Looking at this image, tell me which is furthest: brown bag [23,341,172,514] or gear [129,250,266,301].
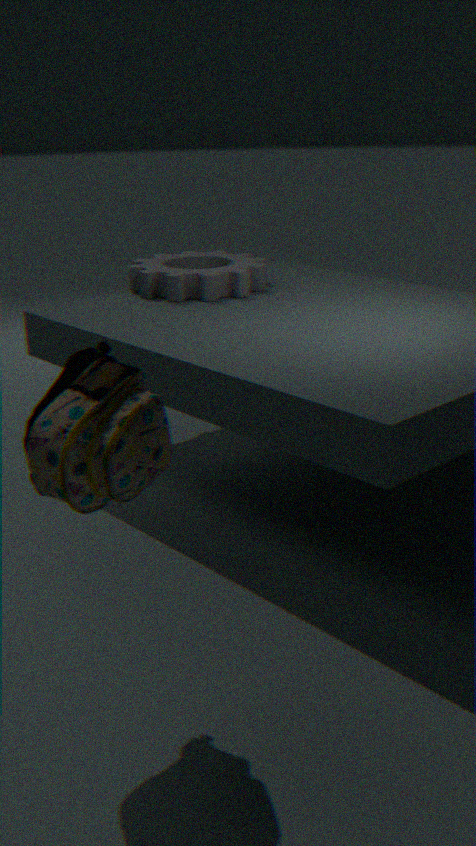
gear [129,250,266,301]
